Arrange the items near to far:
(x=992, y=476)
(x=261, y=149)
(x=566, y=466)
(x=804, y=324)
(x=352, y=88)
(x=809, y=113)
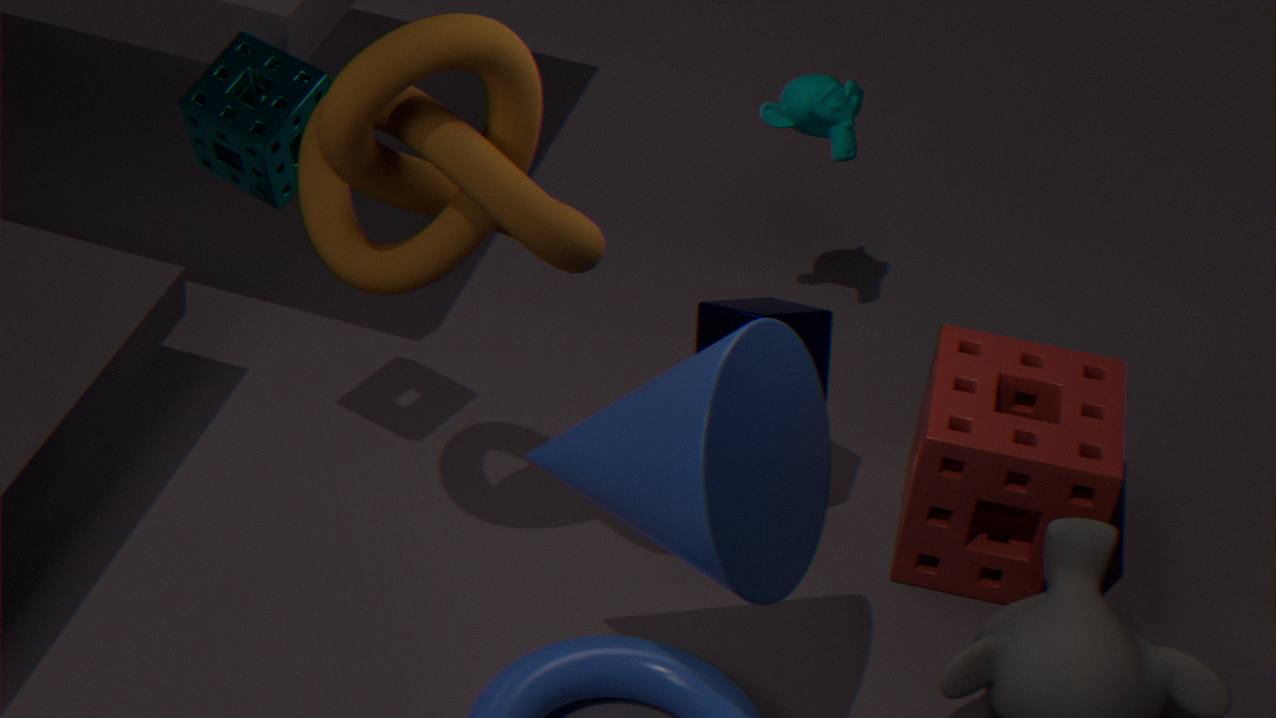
(x=352, y=88)
(x=566, y=466)
(x=261, y=149)
(x=804, y=324)
(x=992, y=476)
(x=809, y=113)
